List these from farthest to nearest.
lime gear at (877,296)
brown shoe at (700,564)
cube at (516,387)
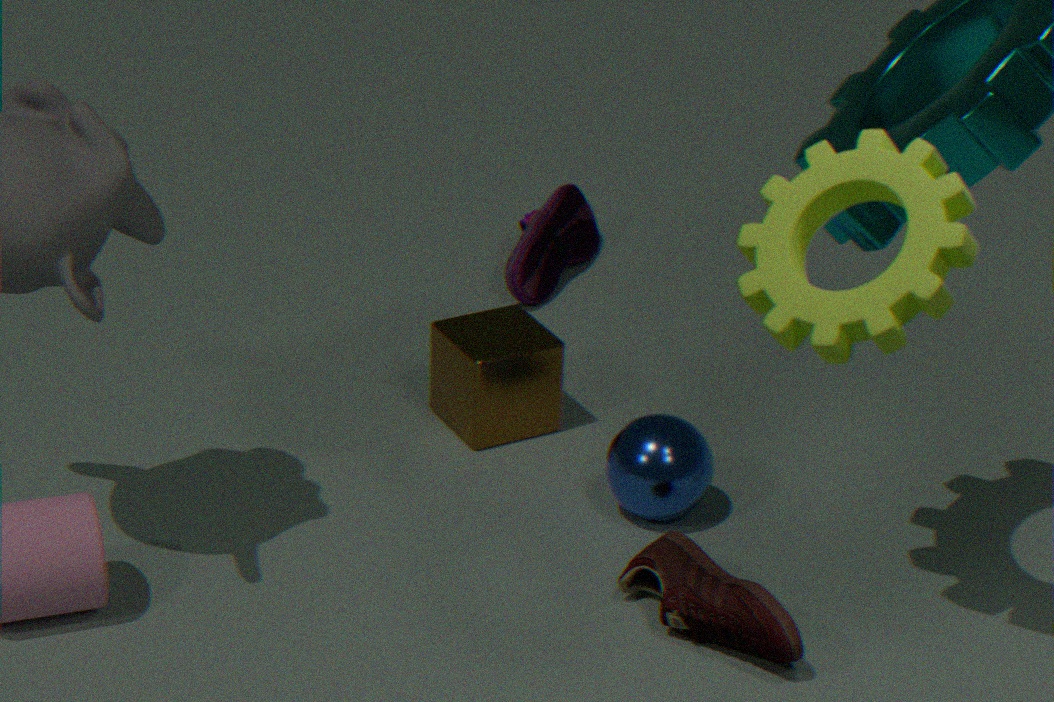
1. cube at (516,387)
2. brown shoe at (700,564)
3. lime gear at (877,296)
